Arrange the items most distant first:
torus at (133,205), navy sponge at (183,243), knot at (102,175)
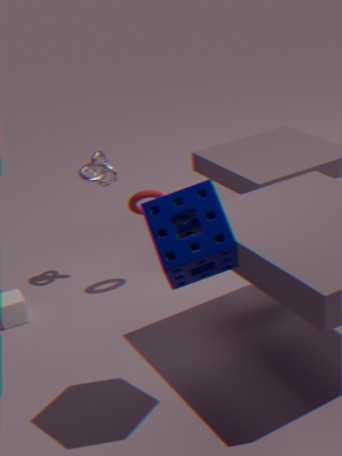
knot at (102,175) < torus at (133,205) < navy sponge at (183,243)
